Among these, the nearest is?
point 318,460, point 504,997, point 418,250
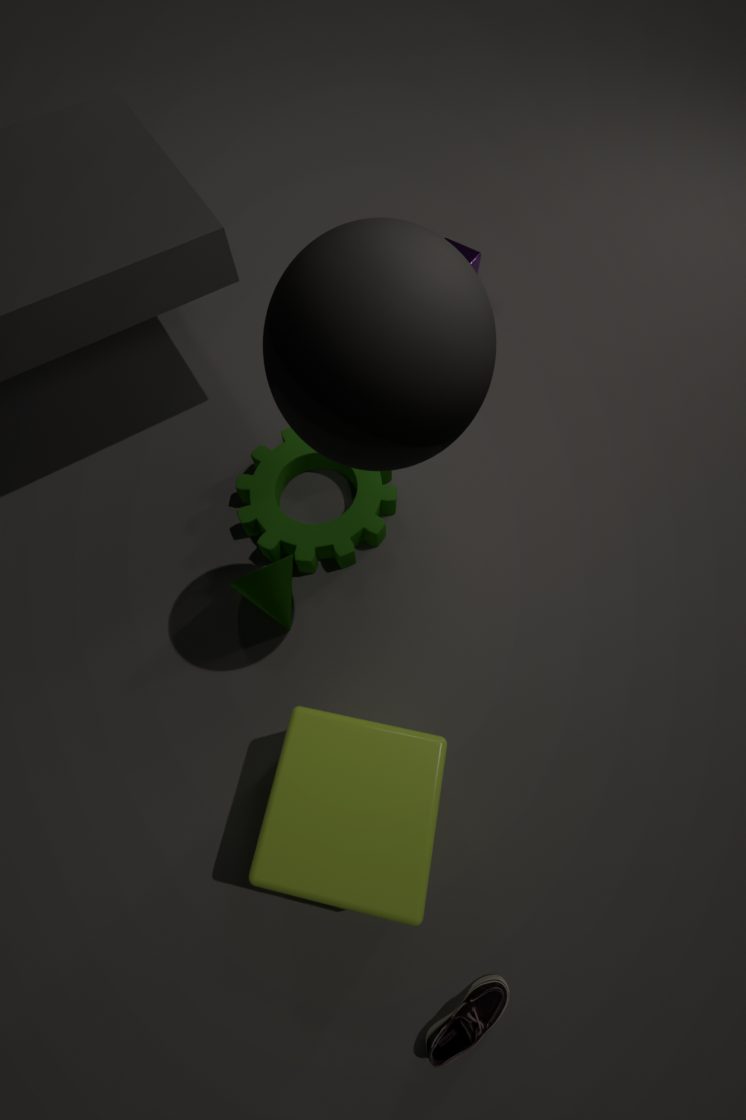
point 418,250
